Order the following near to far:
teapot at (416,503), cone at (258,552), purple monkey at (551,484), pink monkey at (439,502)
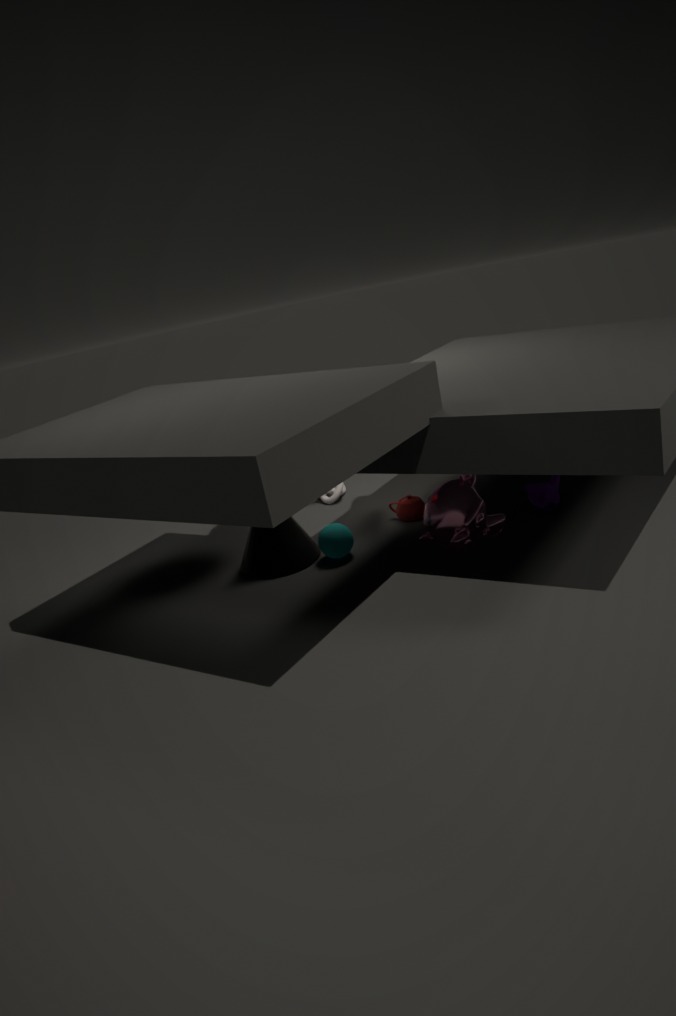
pink monkey at (439,502)
cone at (258,552)
purple monkey at (551,484)
teapot at (416,503)
